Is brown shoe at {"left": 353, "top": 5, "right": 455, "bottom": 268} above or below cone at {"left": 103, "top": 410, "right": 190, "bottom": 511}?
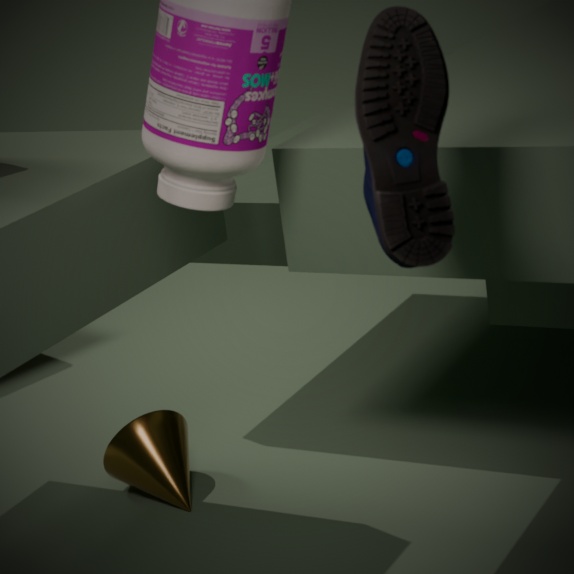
above
